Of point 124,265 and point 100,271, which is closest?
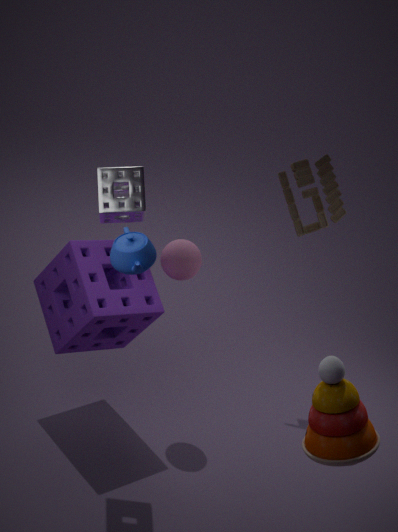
point 124,265
